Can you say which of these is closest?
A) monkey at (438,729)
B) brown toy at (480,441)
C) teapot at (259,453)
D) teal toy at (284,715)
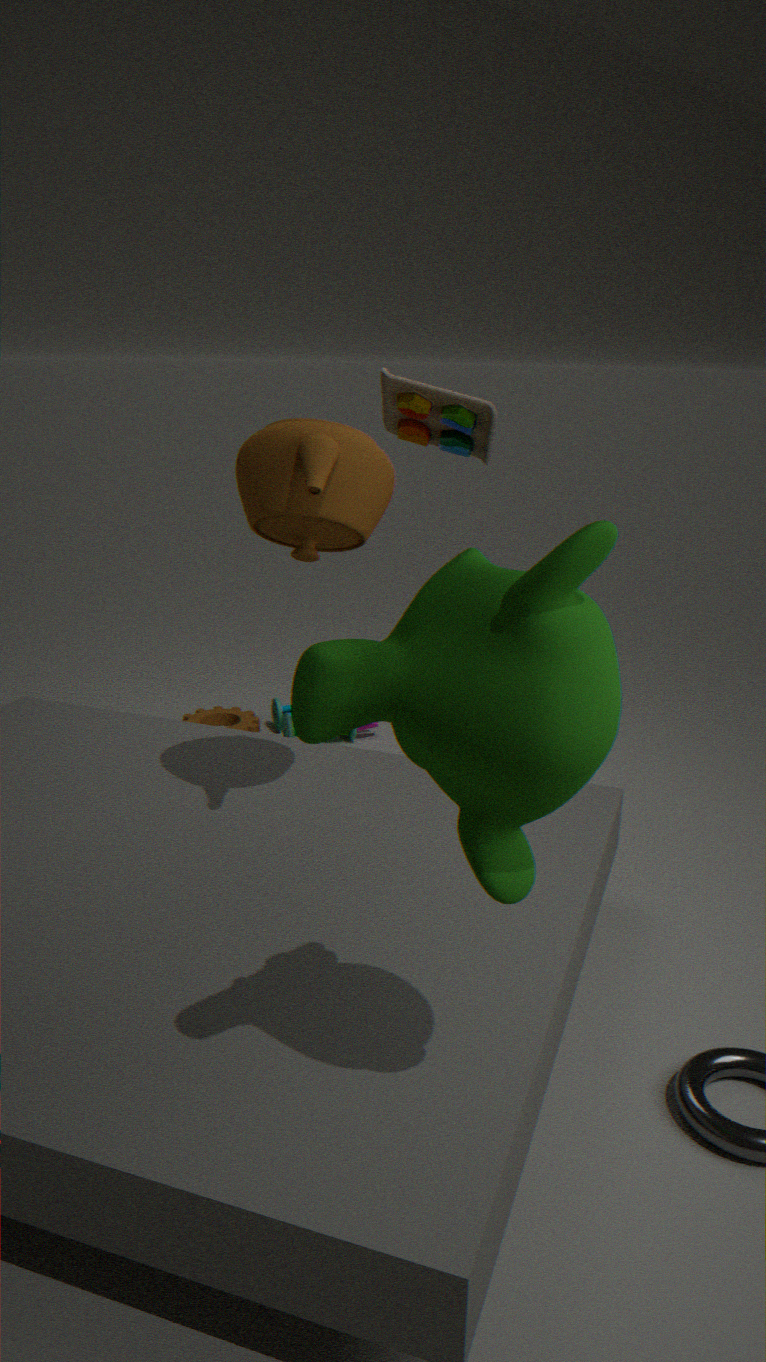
monkey at (438,729)
